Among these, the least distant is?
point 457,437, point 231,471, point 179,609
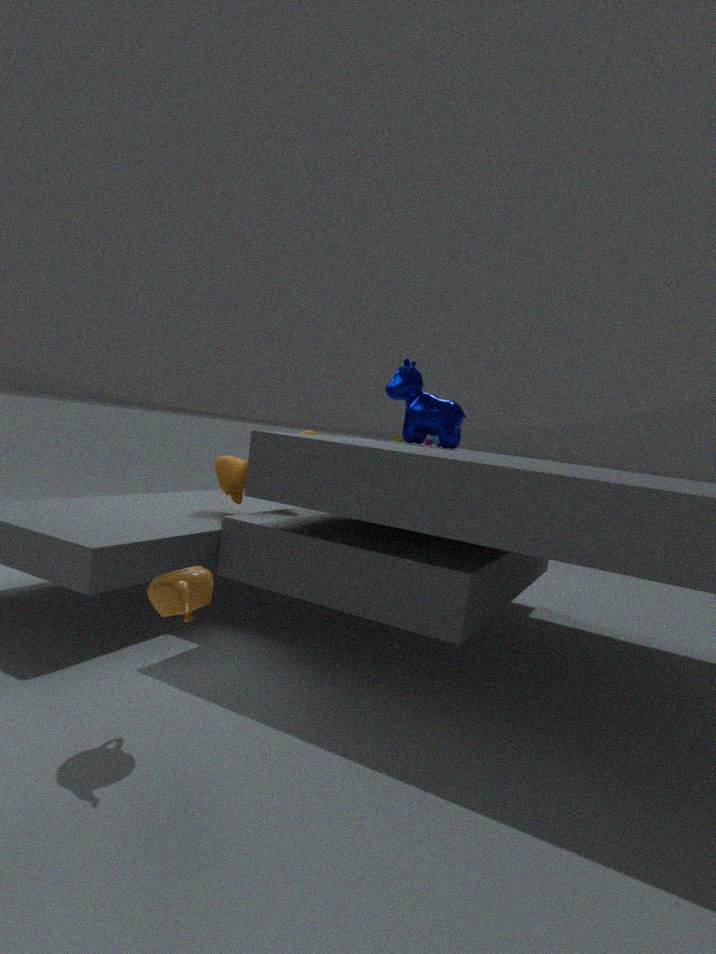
point 179,609
